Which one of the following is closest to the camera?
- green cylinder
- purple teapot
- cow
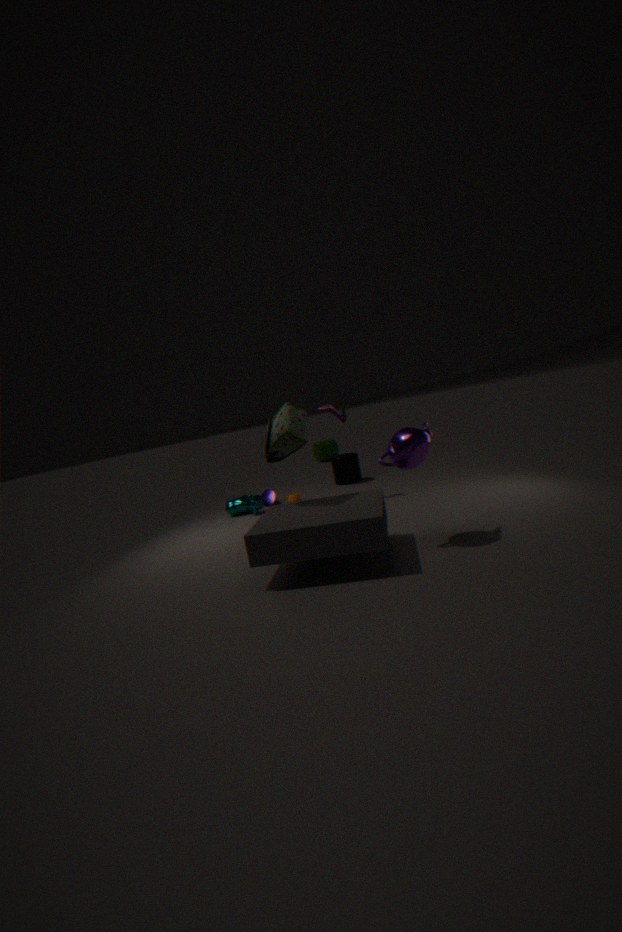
purple teapot
